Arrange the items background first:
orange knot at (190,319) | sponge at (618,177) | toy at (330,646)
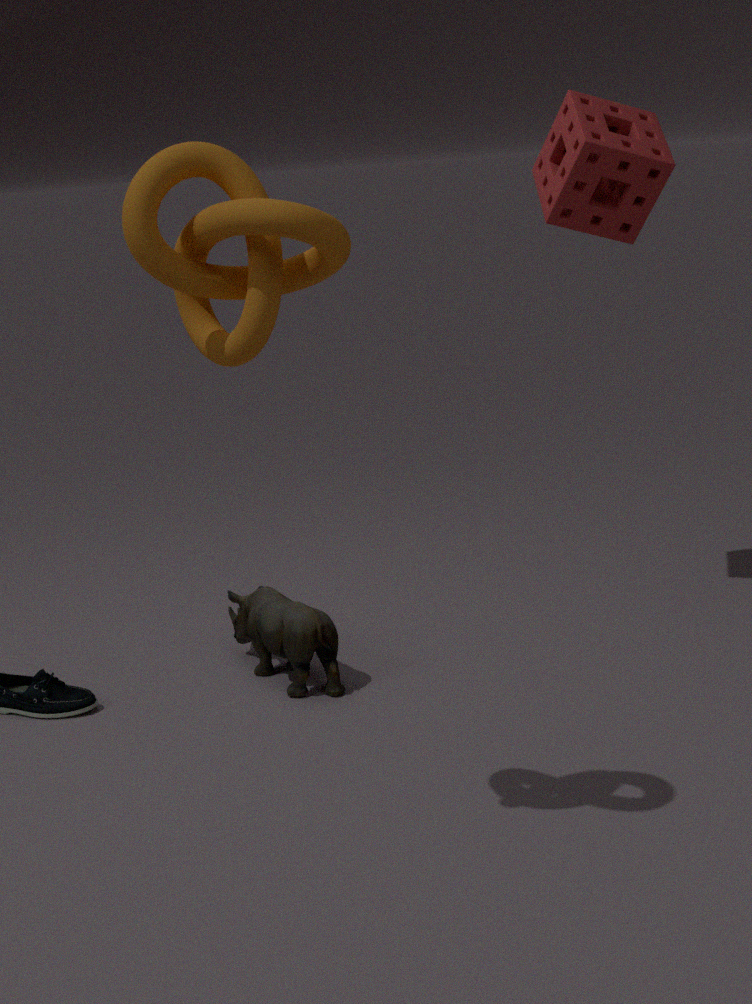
sponge at (618,177) → toy at (330,646) → orange knot at (190,319)
